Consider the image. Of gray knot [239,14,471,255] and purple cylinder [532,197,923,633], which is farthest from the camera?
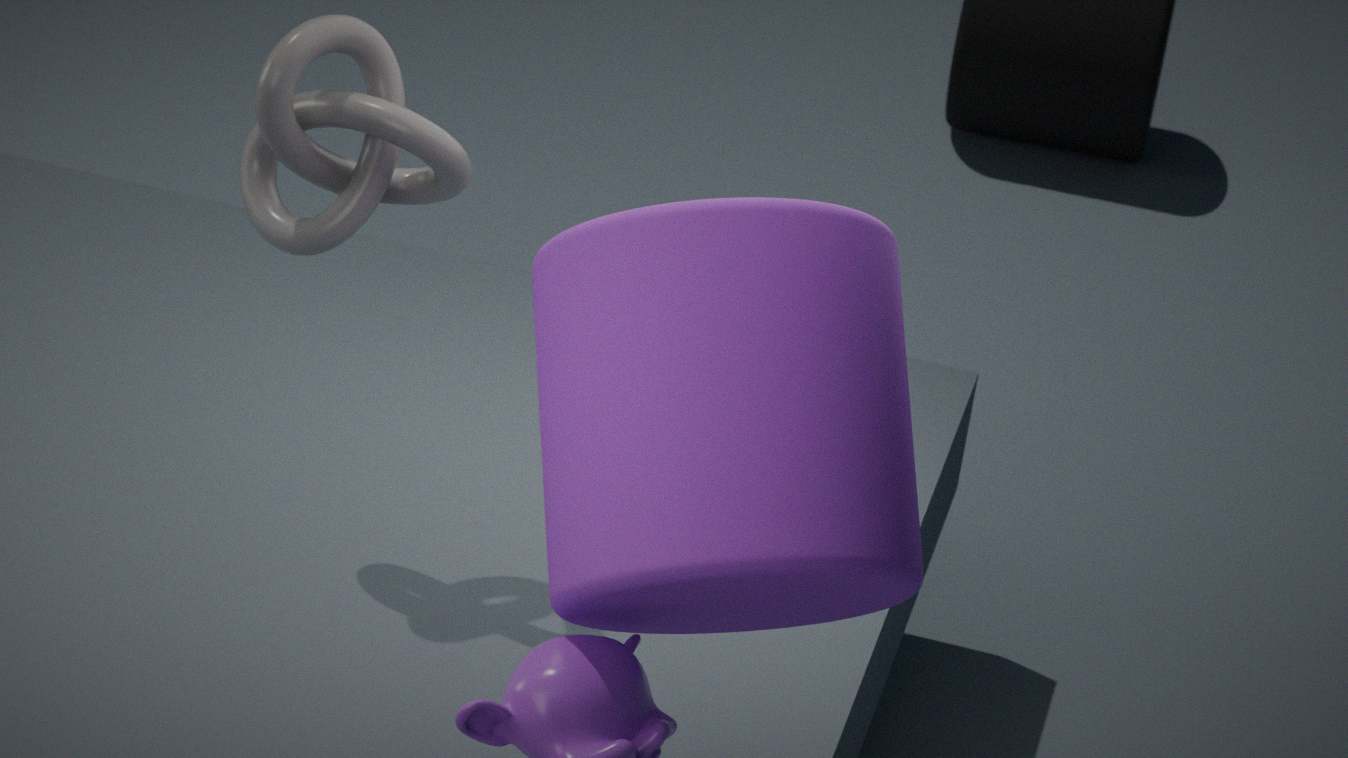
gray knot [239,14,471,255]
